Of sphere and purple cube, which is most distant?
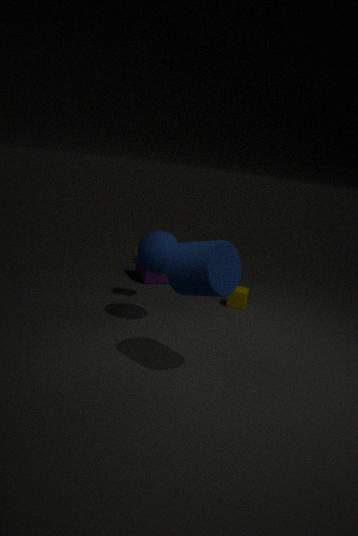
purple cube
